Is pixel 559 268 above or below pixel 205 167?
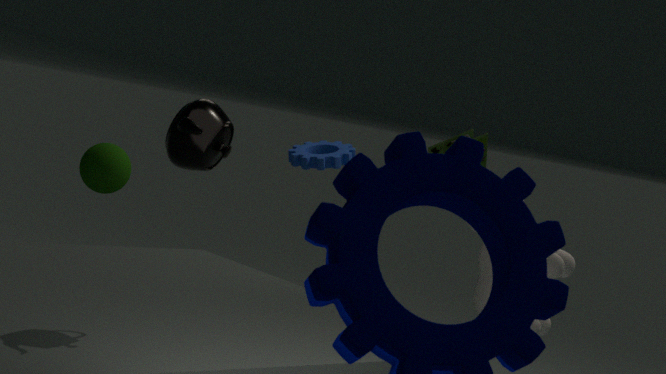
below
